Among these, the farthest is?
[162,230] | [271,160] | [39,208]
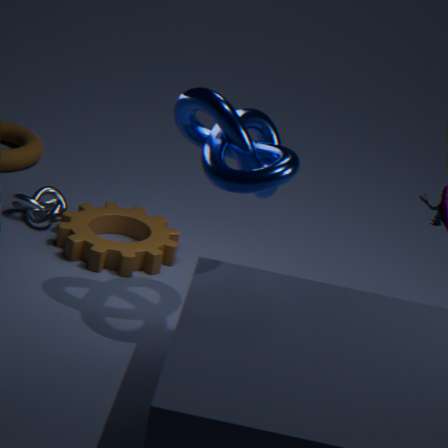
[39,208]
